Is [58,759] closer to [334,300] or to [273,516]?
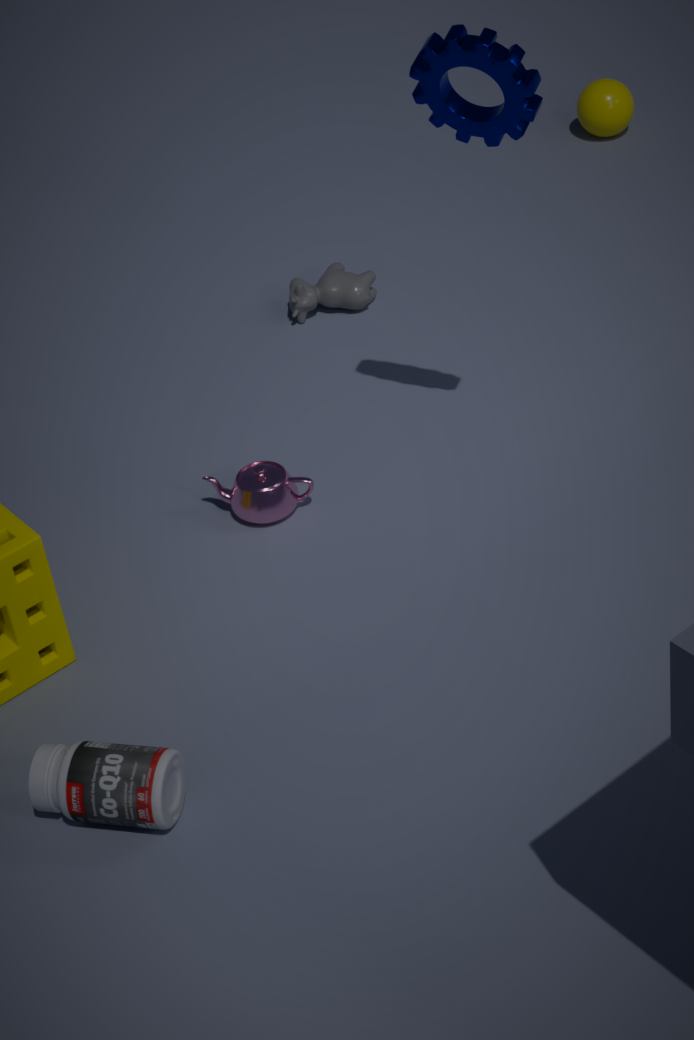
[273,516]
